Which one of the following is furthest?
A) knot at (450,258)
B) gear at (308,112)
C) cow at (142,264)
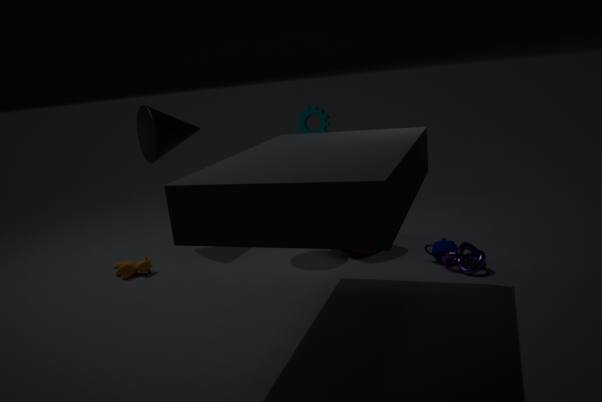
gear at (308,112)
